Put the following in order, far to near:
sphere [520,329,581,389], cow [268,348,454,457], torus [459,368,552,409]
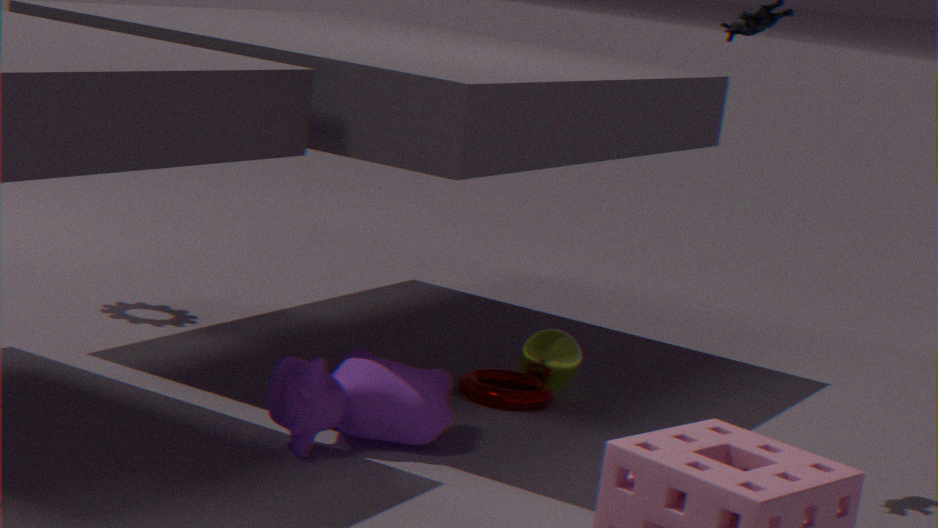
sphere [520,329,581,389]
torus [459,368,552,409]
cow [268,348,454,457]
